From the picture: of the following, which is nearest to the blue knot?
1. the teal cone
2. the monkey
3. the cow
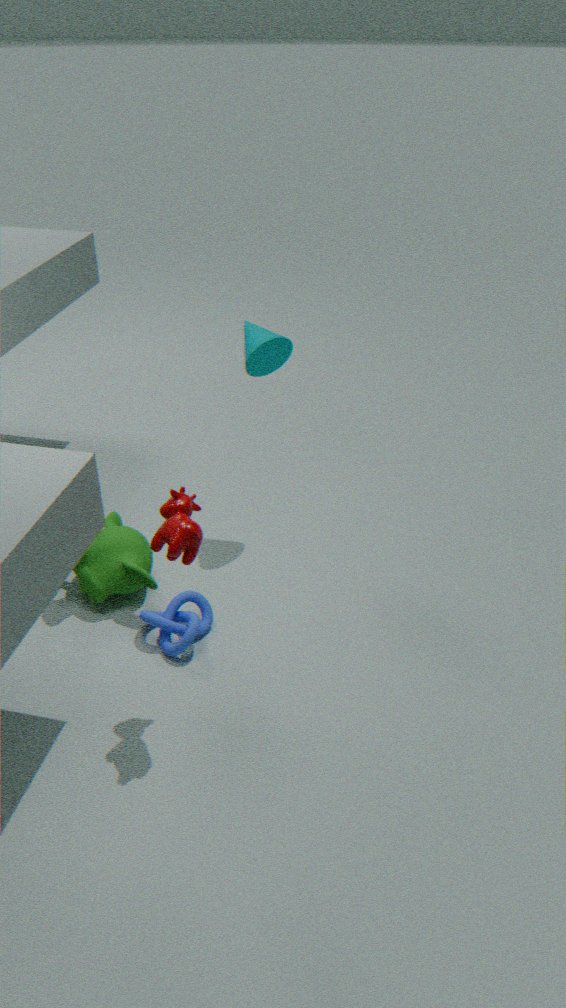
the monkey
